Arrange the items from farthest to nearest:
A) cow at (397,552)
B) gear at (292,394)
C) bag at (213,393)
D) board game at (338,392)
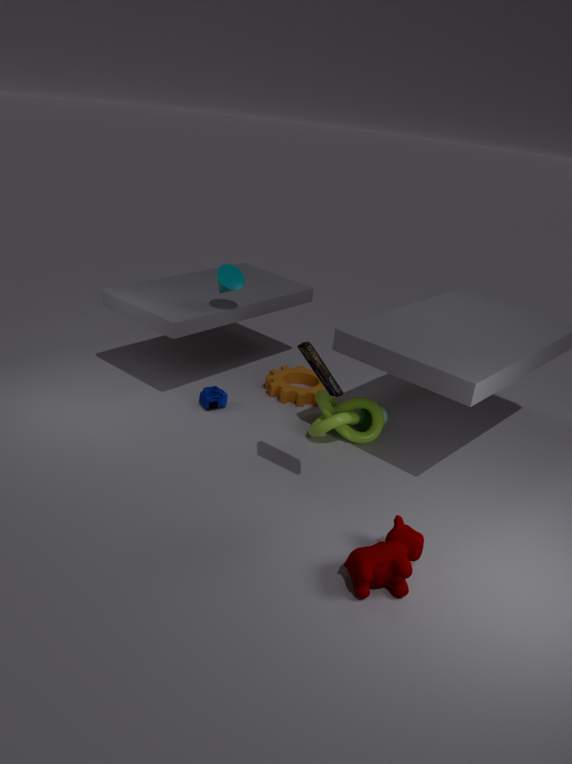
gear at (292,394) < bag at (213,393) < board game at (338,392) < cow at (397,552)
